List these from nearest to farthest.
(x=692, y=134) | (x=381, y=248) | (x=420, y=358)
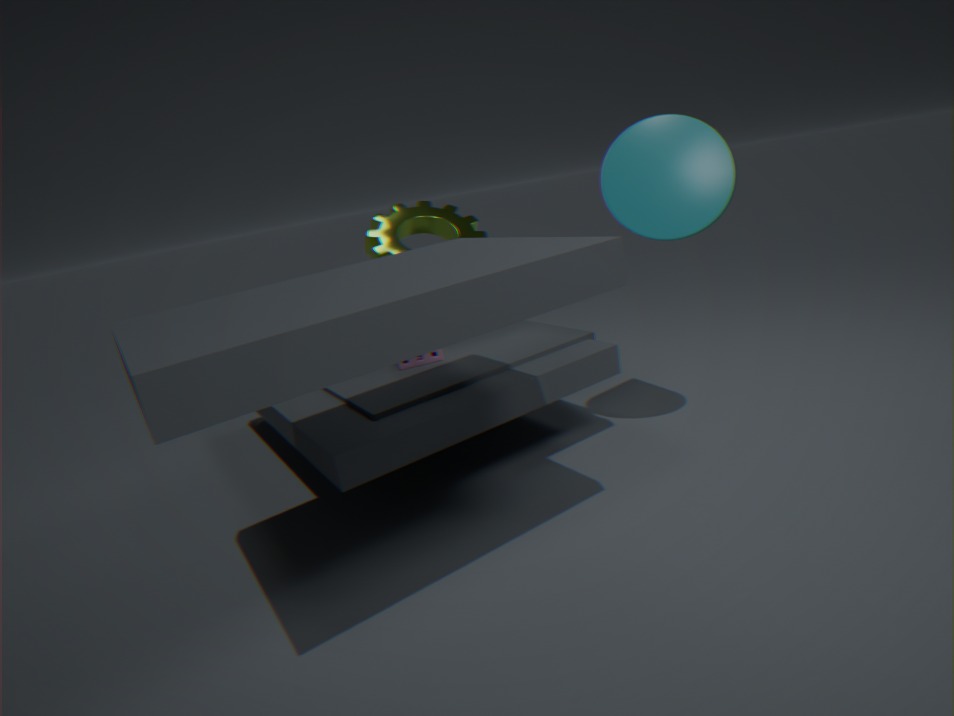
(x=692, y=134)
(x=420, y=358)
(x=381, y=248)
